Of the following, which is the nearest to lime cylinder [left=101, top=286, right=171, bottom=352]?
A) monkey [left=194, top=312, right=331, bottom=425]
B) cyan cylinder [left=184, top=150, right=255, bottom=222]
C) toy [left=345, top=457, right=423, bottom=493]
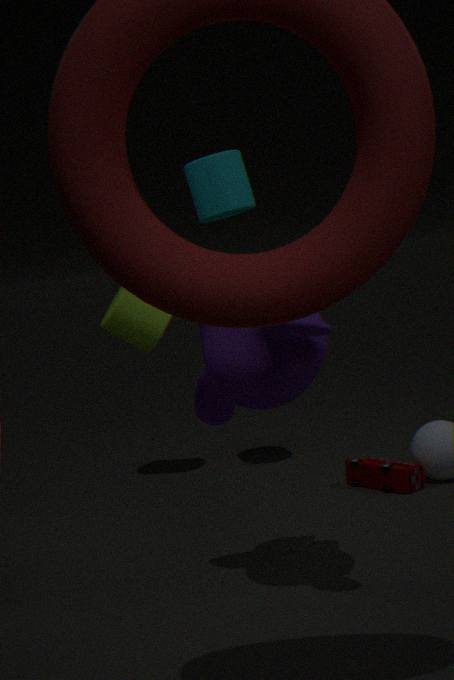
cyan cylinder [left=184, top=150, right=255, bottom=222]
